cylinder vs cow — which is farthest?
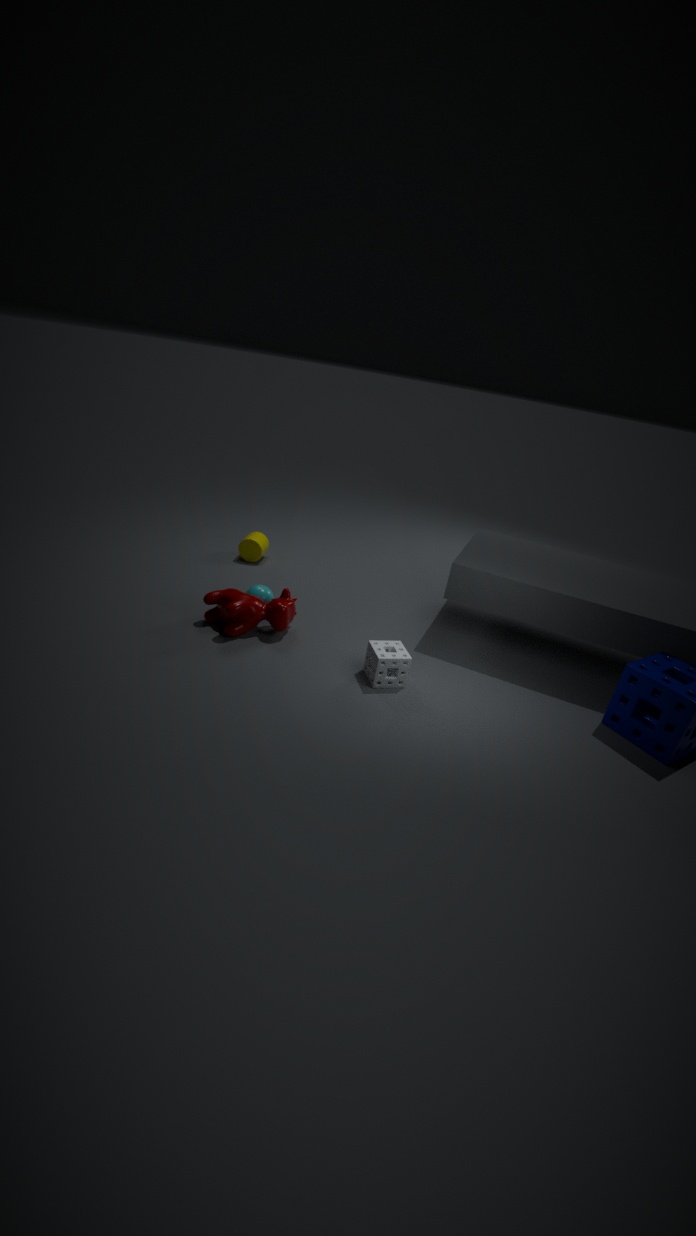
cylinder
